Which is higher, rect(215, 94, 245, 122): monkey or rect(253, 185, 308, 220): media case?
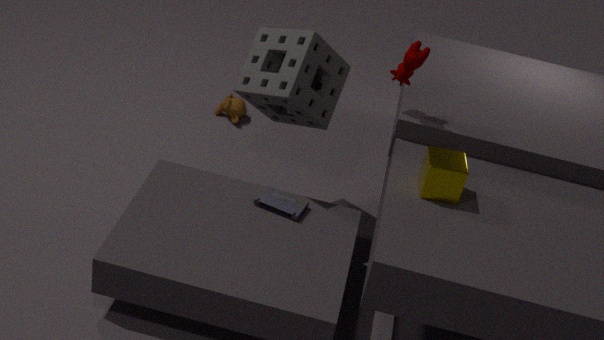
rect(253, 185, 308, 220): media case
